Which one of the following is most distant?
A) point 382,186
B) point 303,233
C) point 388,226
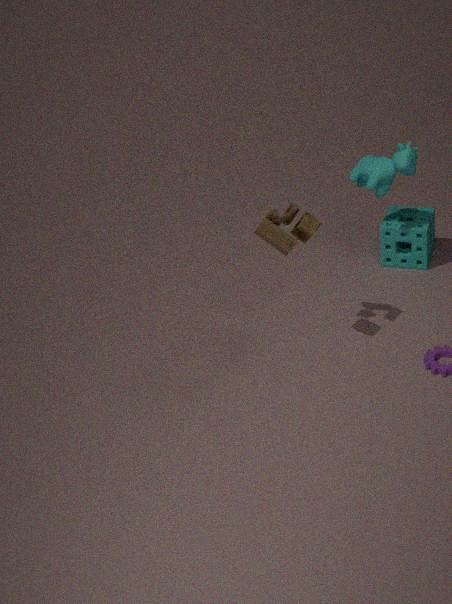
point 388,226
